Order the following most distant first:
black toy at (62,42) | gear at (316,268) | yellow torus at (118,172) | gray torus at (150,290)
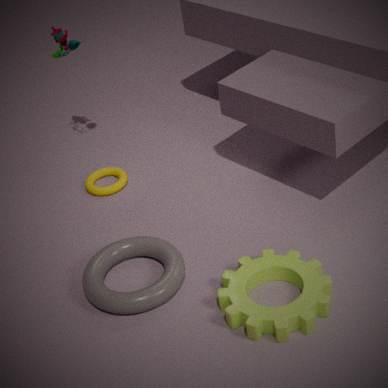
yellow torus at (118,172) → black toy at (62,42) → gray torus at (150,290) → gear at (316,268)
